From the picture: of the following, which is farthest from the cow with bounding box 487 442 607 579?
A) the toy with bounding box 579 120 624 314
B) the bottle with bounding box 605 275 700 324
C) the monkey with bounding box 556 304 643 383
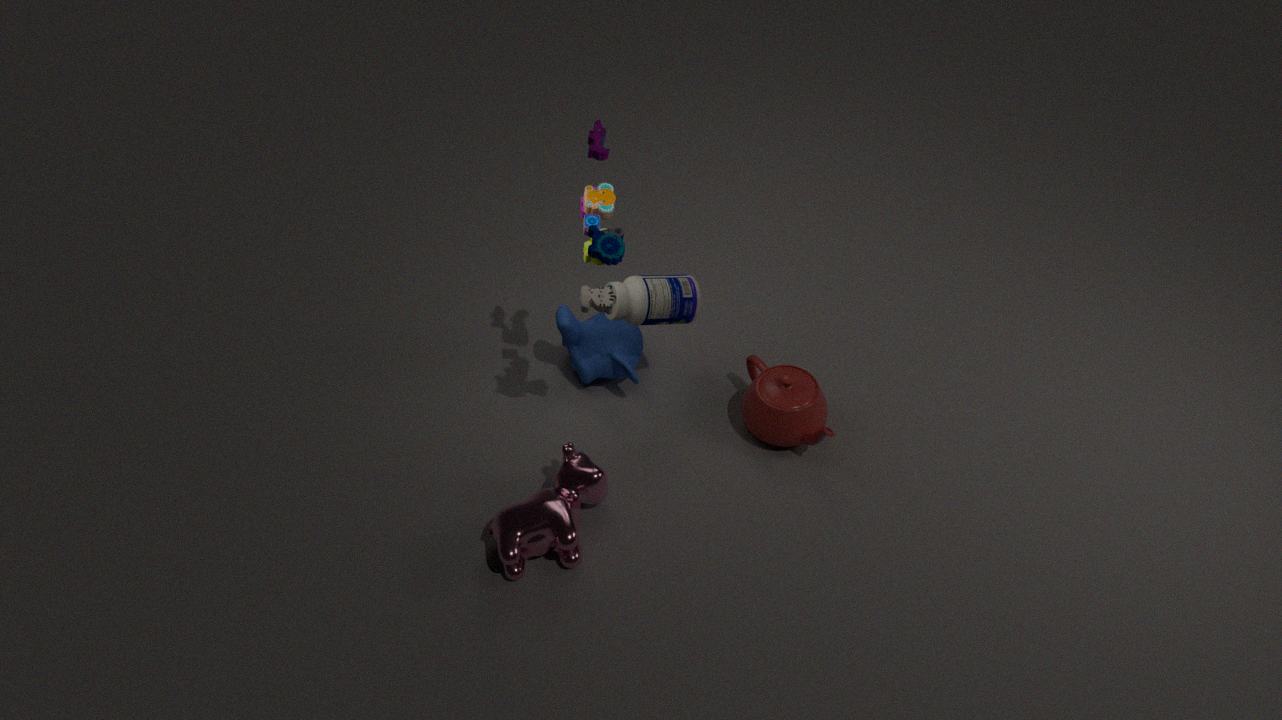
the toy with bounding box 579 120 624 314
